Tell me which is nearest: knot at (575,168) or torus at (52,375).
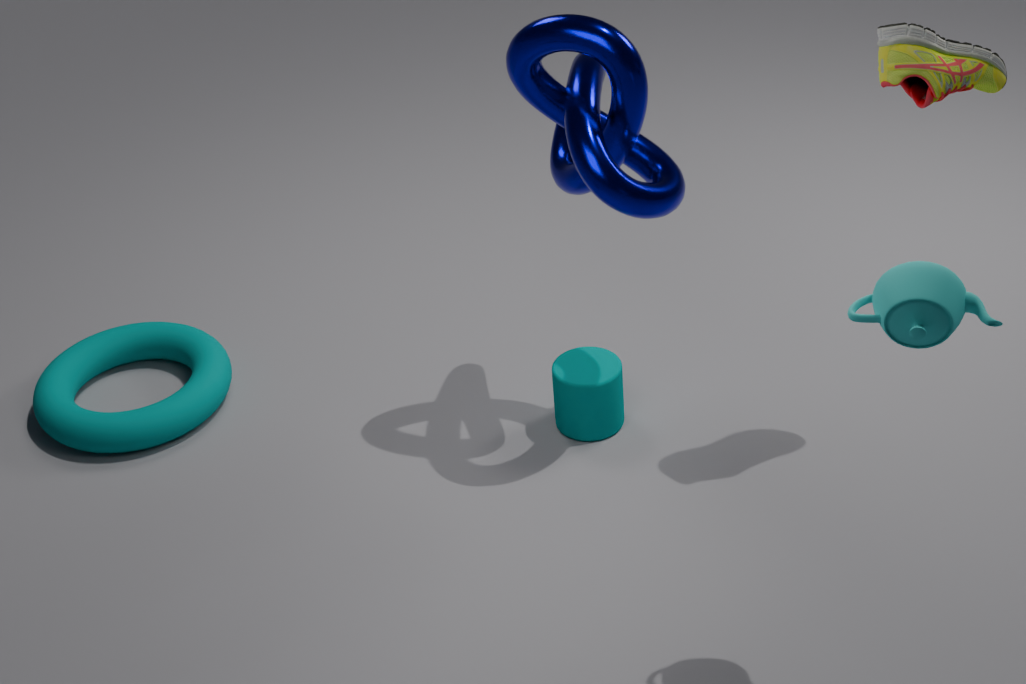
knot at (575,168)
